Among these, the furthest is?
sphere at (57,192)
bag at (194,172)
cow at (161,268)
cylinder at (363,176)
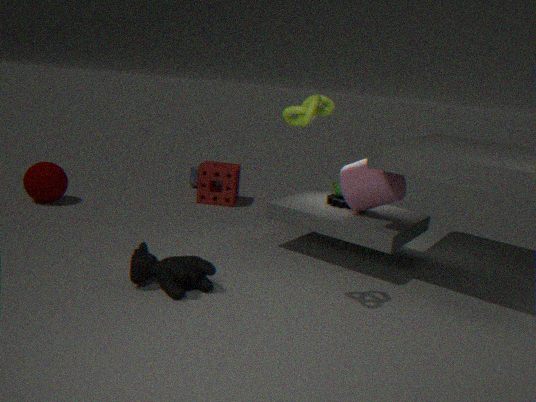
bag at (194,172)
